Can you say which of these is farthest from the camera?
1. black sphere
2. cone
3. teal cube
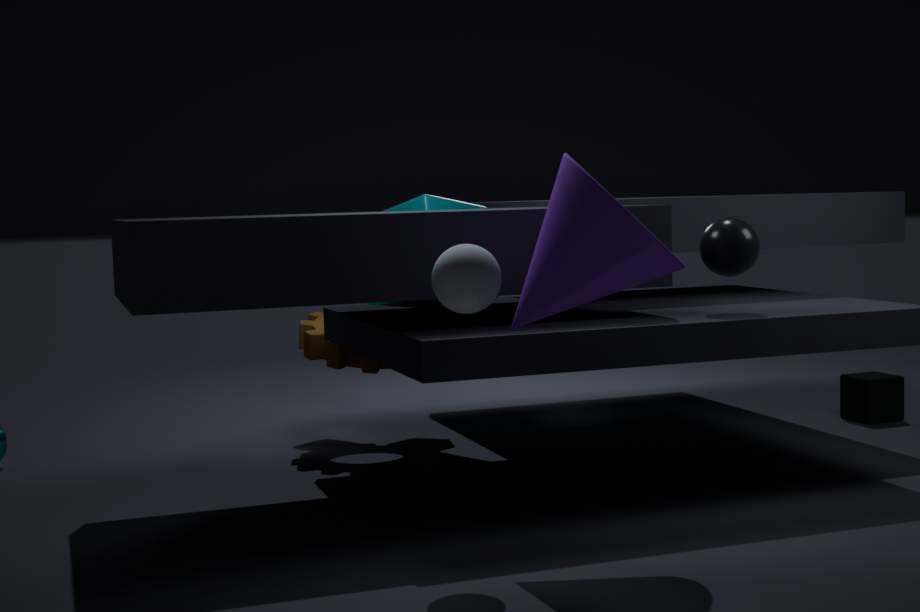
teal cube
